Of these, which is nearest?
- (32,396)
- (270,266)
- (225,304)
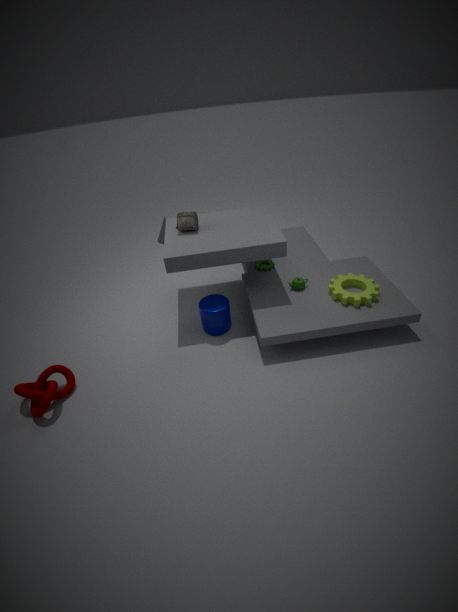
(32,396)
